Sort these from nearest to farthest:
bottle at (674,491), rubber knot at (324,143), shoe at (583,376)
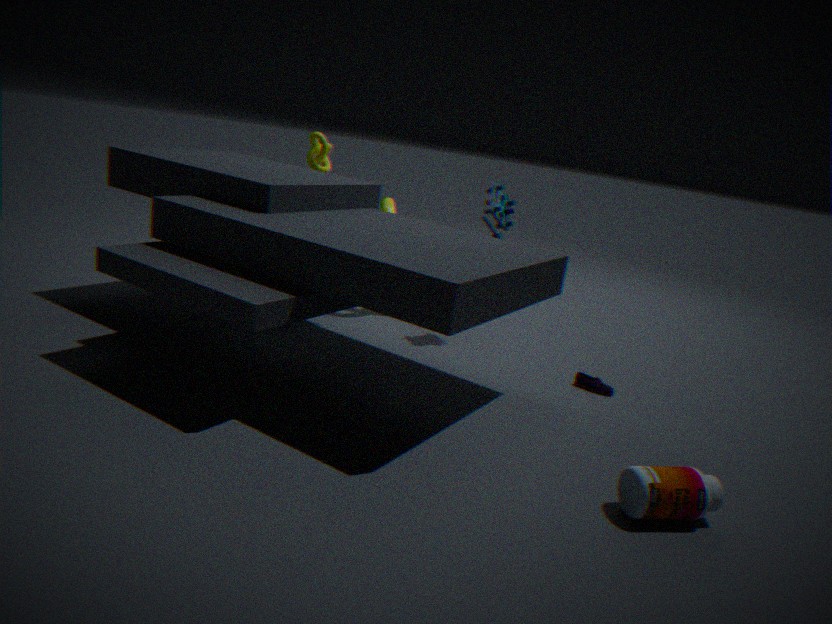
bottle at (674,491), shoe at (583,376), rubber knot at (324,143)
